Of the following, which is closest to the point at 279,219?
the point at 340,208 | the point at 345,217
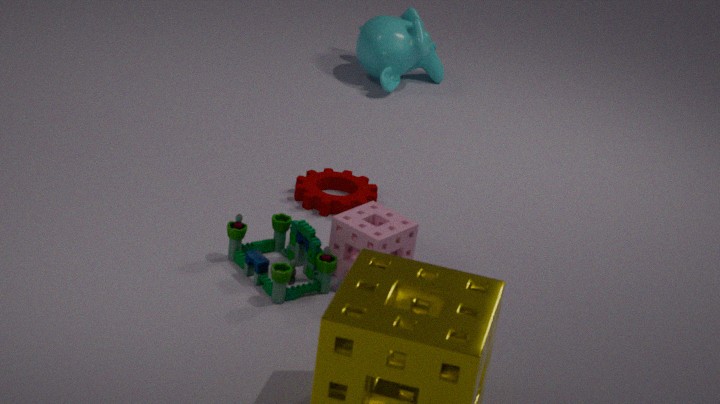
the point at 345,217
